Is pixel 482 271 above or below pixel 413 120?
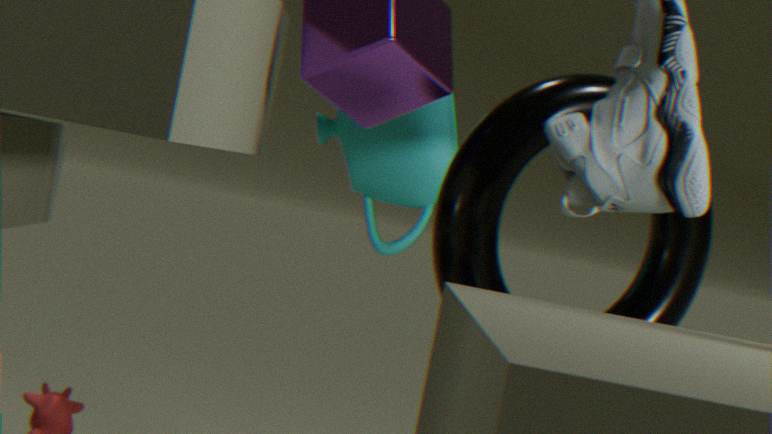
below
